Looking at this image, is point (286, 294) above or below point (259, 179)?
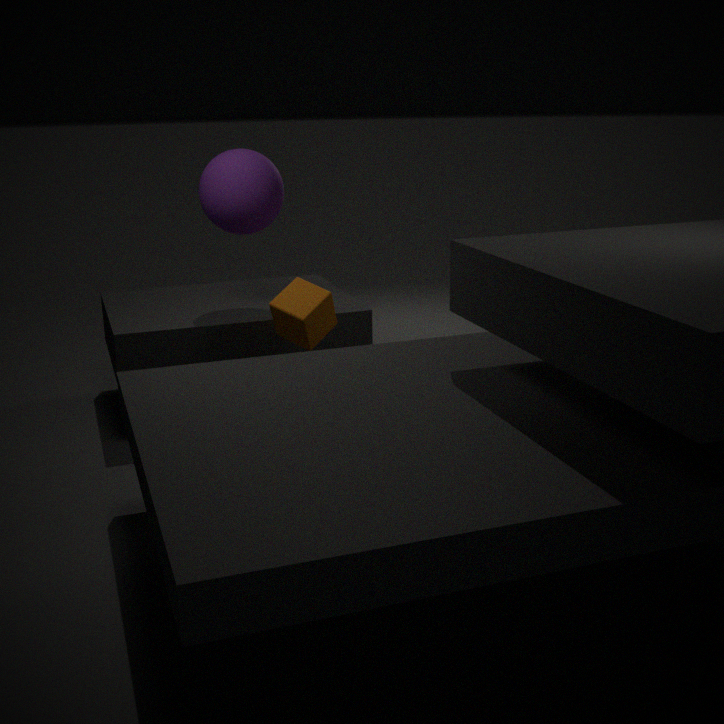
below
